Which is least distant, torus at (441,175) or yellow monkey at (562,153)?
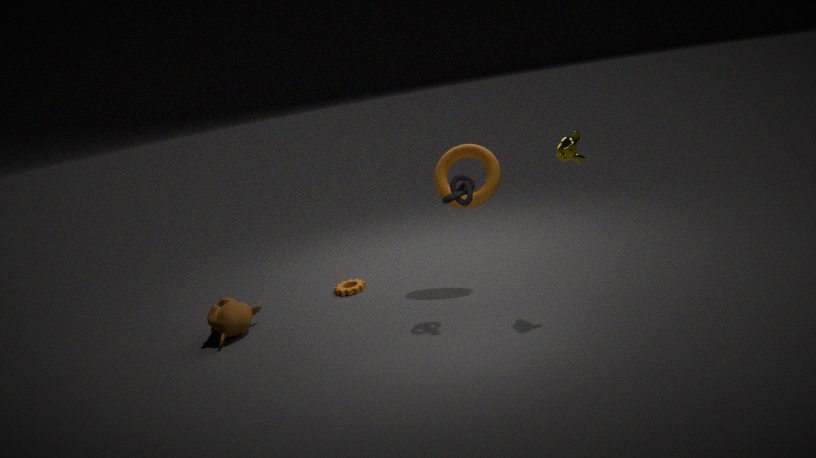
yellow monkey at (562,153)
